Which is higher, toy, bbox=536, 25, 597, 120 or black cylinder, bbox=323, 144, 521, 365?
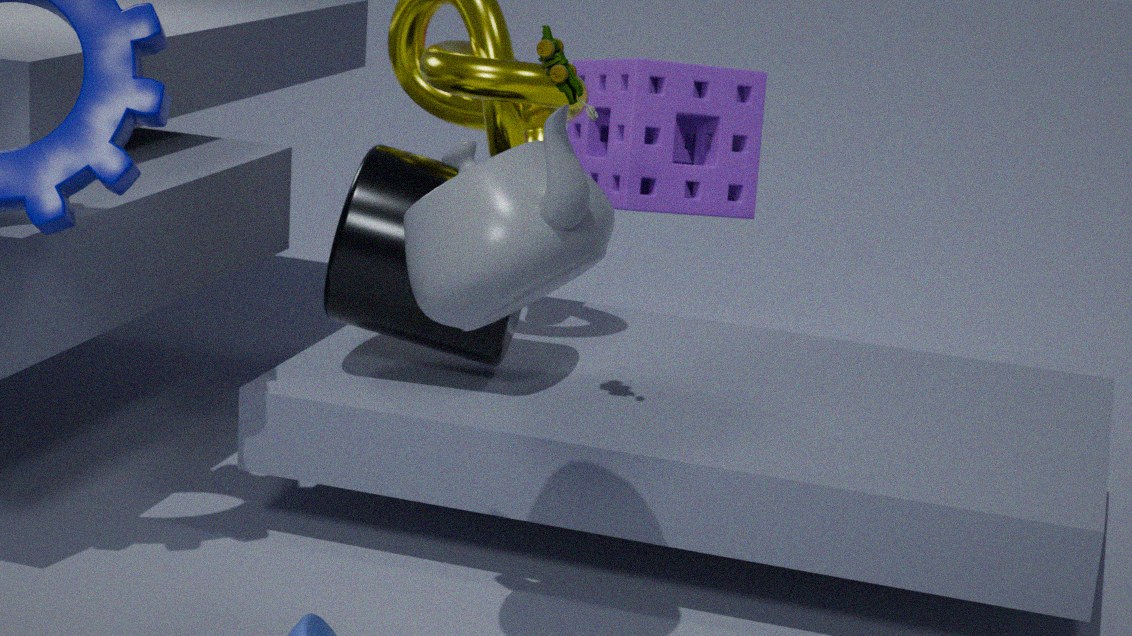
toy, bbox=536, 25, 597, 120
